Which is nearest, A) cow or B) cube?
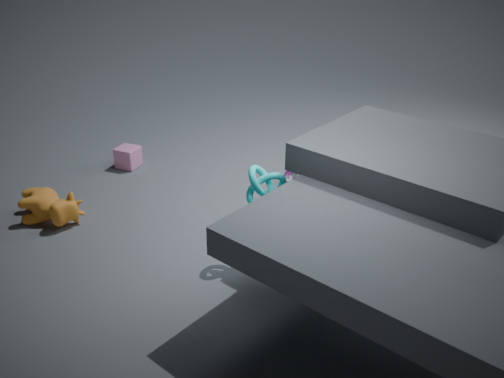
A. cow
